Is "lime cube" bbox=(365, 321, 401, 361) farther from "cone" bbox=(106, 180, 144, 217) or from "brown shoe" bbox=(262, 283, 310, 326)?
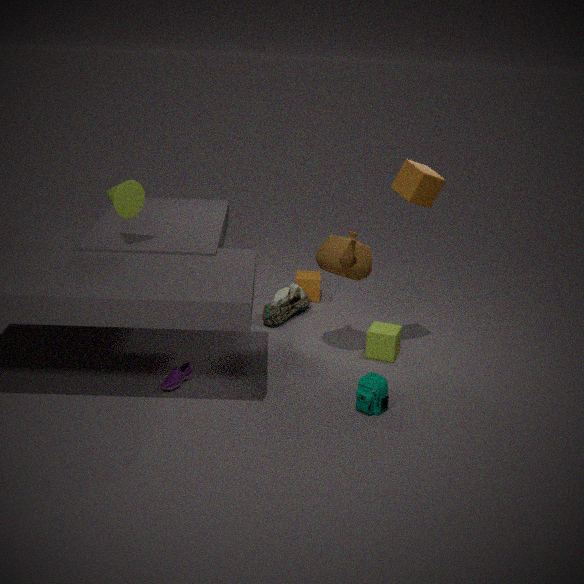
"cone" bbox=(106, 180, 144, 217)
